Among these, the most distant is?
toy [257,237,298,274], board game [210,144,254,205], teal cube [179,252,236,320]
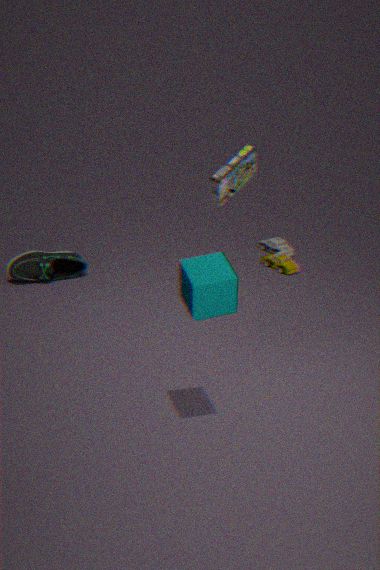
toy [257,237,298,274]
